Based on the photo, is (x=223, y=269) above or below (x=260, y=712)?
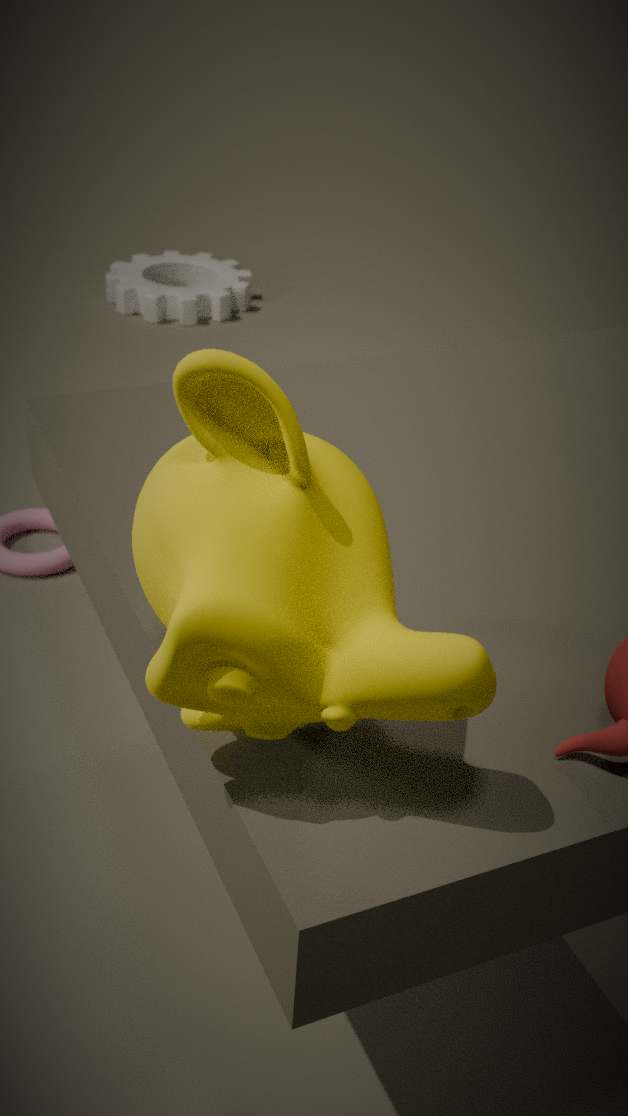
below
